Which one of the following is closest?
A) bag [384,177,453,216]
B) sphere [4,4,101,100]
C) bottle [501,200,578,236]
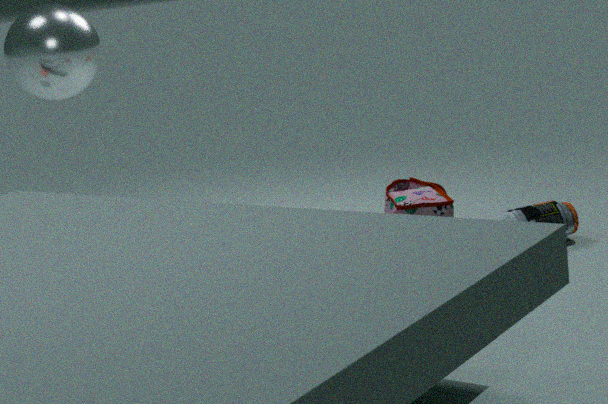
bag [384,177,453,216]
